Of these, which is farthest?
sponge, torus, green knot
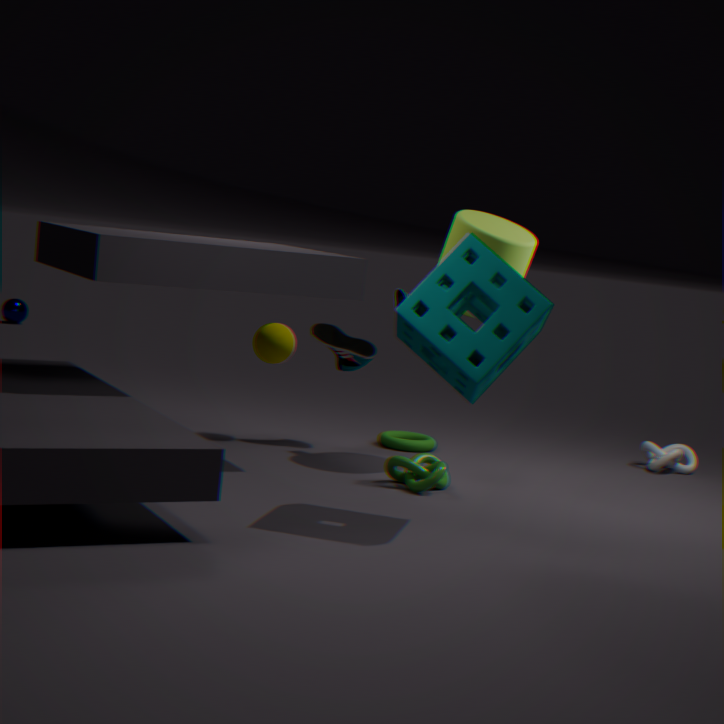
torus
